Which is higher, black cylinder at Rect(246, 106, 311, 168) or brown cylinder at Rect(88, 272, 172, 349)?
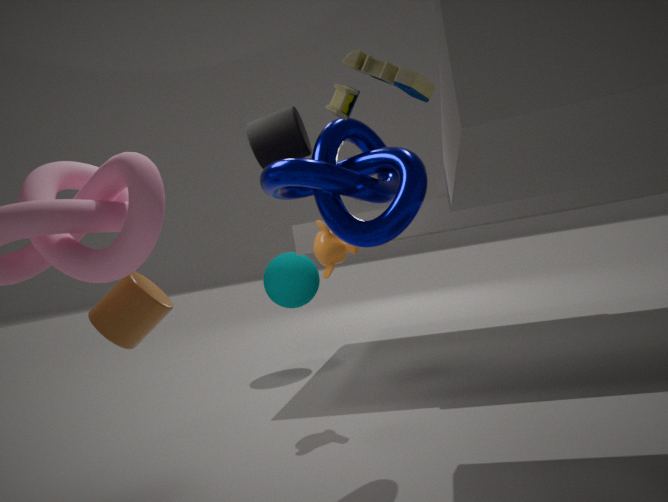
black cylinder at Rect(246, 106, 311, 168)
